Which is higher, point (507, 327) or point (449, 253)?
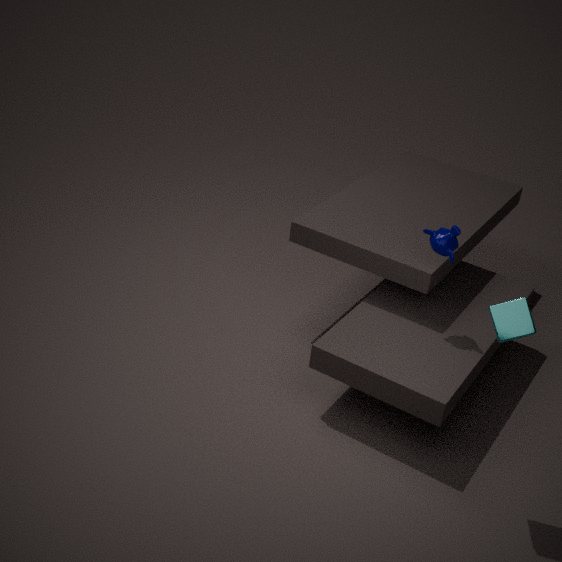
point (507, 327)
